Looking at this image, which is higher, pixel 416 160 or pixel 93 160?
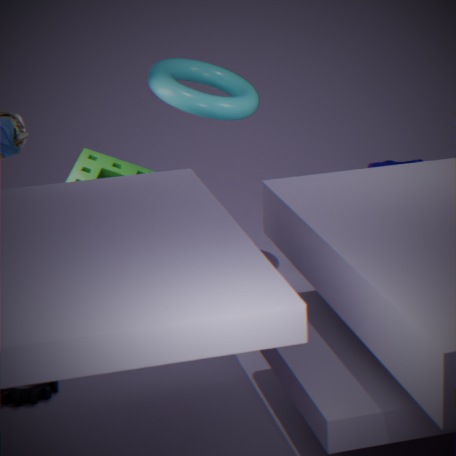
pixel 93 160
